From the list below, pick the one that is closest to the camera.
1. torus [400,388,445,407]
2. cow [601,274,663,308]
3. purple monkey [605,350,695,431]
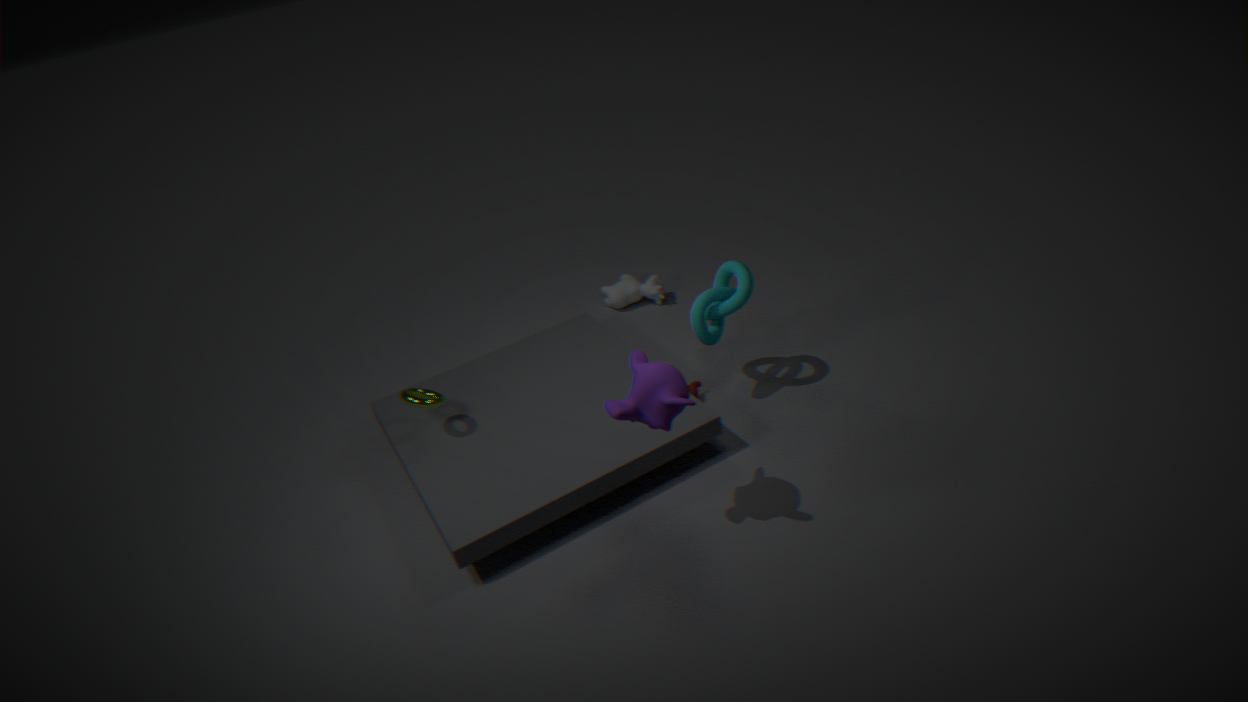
purple monkey [605,350,695,431]
